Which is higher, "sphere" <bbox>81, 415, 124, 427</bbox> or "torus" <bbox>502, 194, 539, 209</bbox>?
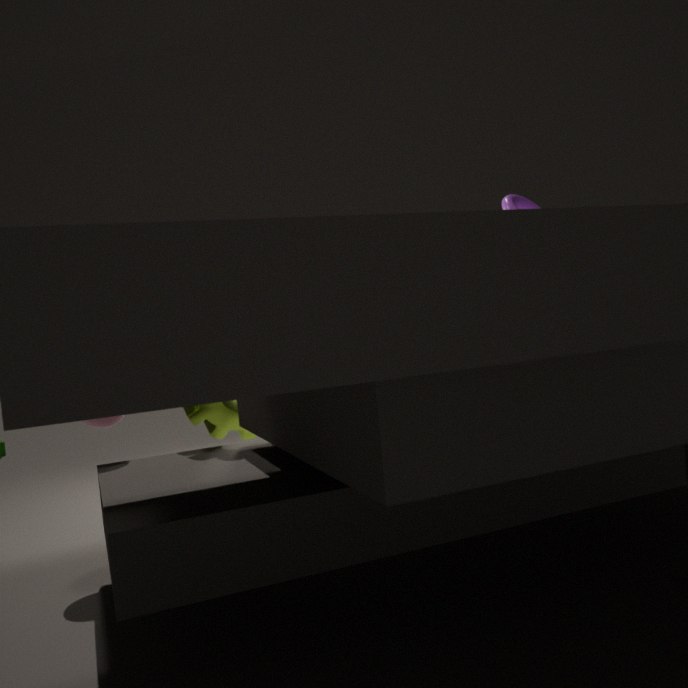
"torus" <bbox>502, 194, 539, 209</bbox>
